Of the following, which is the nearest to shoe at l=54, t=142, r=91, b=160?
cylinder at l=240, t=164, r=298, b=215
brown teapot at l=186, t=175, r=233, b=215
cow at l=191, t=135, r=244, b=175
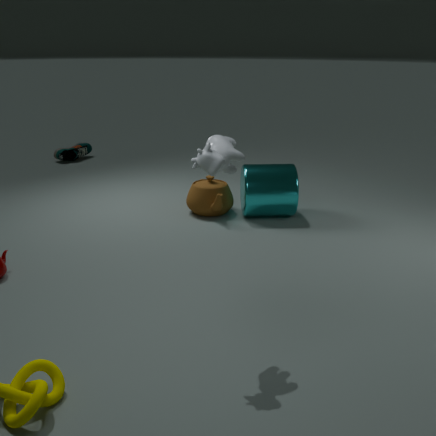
brown teapot at l=186, t=175, r=233, b=215
